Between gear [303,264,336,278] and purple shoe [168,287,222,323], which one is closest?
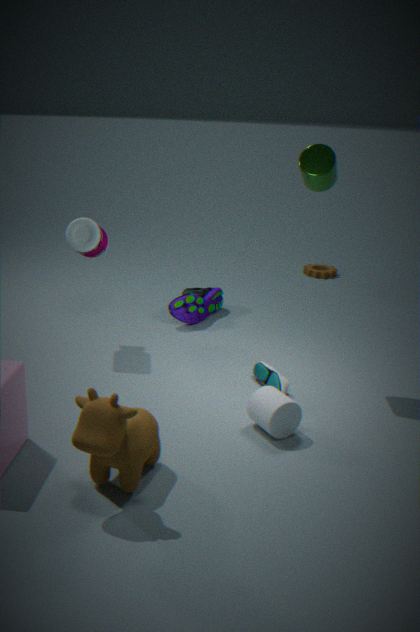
purple shoe [168,287,222,323]
